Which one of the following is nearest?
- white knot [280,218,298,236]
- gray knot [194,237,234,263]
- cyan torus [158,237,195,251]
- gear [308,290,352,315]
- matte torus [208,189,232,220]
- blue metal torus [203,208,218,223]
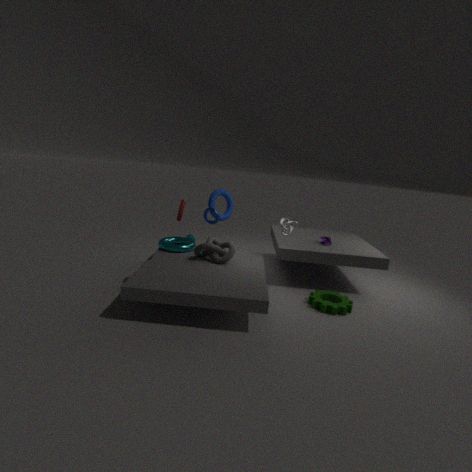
gear [308,290,352,315]
